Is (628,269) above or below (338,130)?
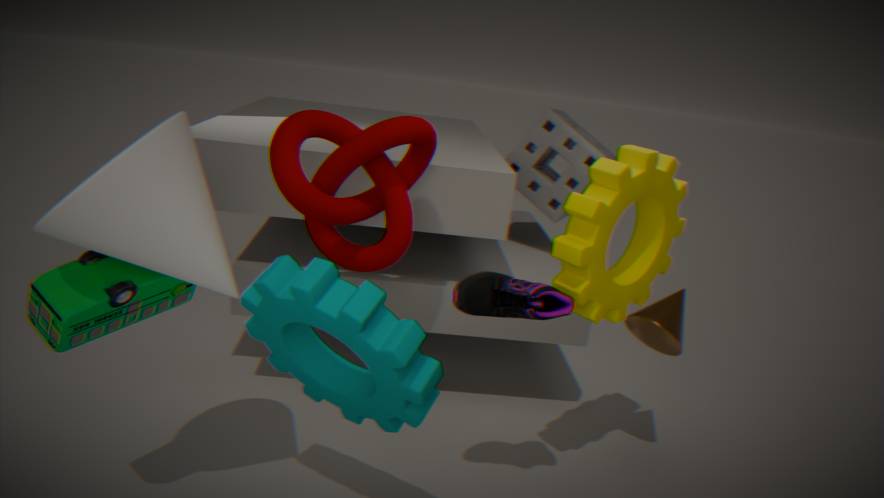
below
